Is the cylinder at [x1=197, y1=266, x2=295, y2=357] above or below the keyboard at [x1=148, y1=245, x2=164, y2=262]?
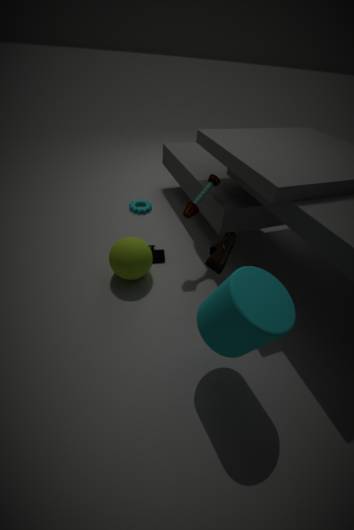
above
